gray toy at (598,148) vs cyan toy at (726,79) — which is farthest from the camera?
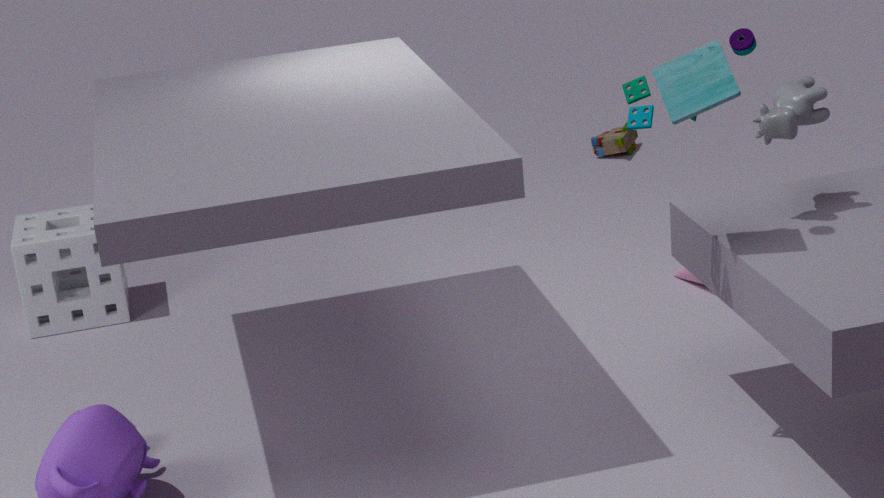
gray toy at (598,148)
